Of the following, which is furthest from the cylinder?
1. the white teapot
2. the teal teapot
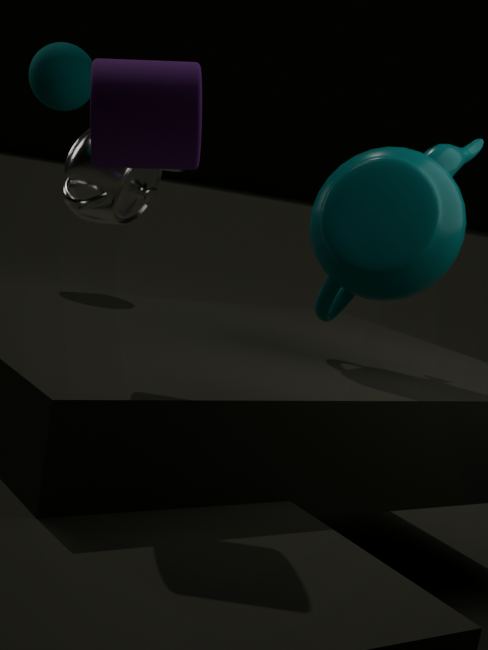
the white teapot
